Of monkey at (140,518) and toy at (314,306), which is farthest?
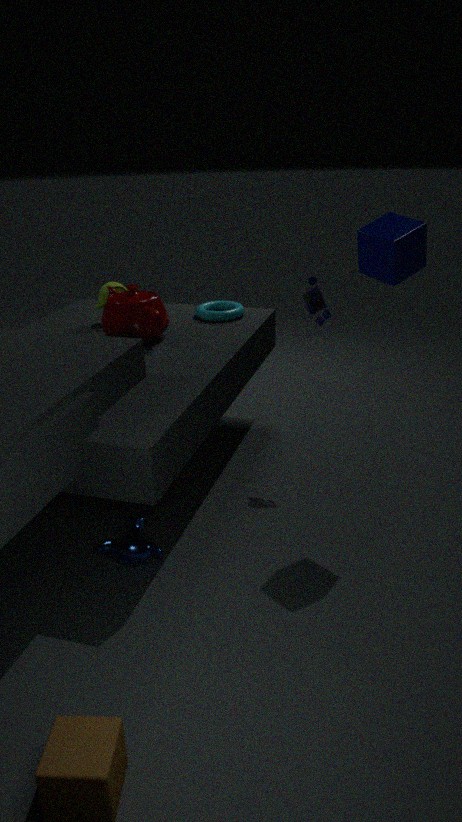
toy at (314,306)
